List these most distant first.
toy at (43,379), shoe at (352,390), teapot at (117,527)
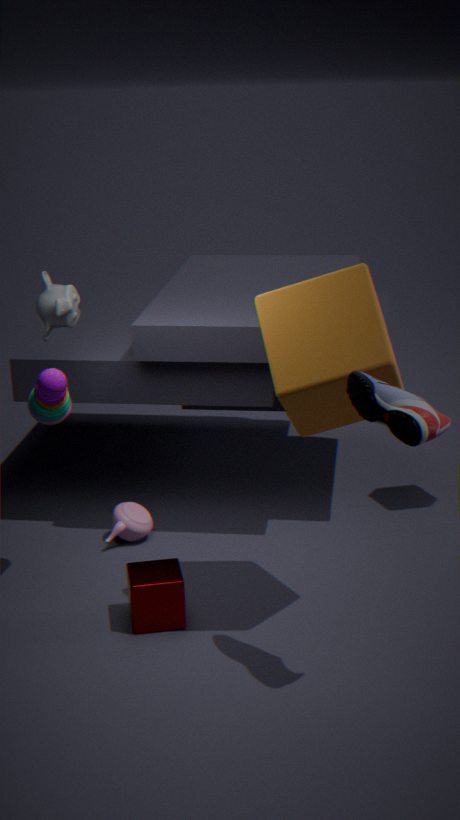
1. teapot at (117,527)
2. toy at (43,379)
3. shoe at (352,390)
